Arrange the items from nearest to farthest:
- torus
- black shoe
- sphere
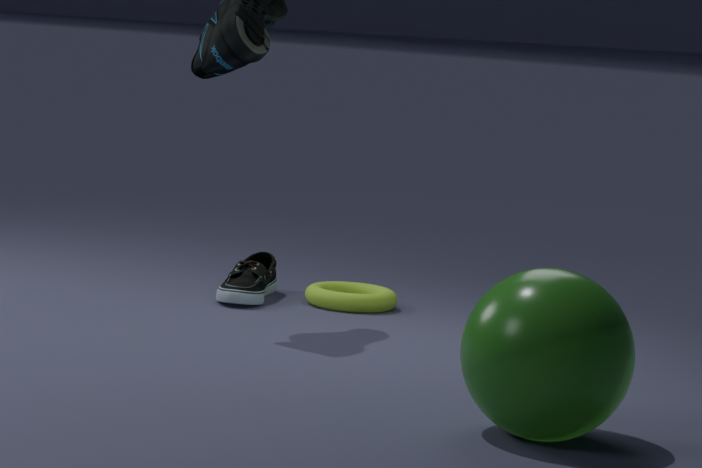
sphere < black shoe < torus
